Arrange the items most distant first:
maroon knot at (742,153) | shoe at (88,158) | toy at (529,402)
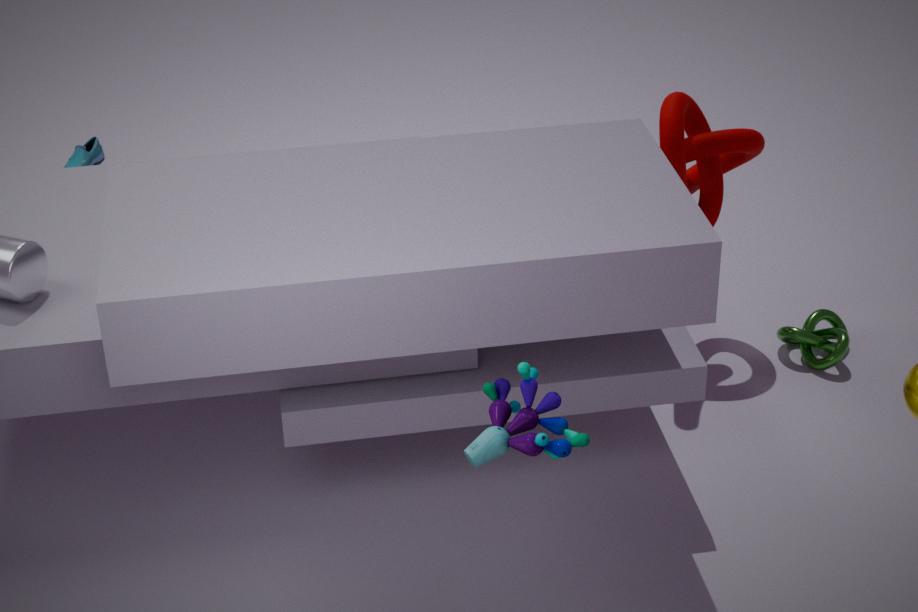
Result: shoe at (88,158) < maroon knot at (742,153) < toy at (529,402)
